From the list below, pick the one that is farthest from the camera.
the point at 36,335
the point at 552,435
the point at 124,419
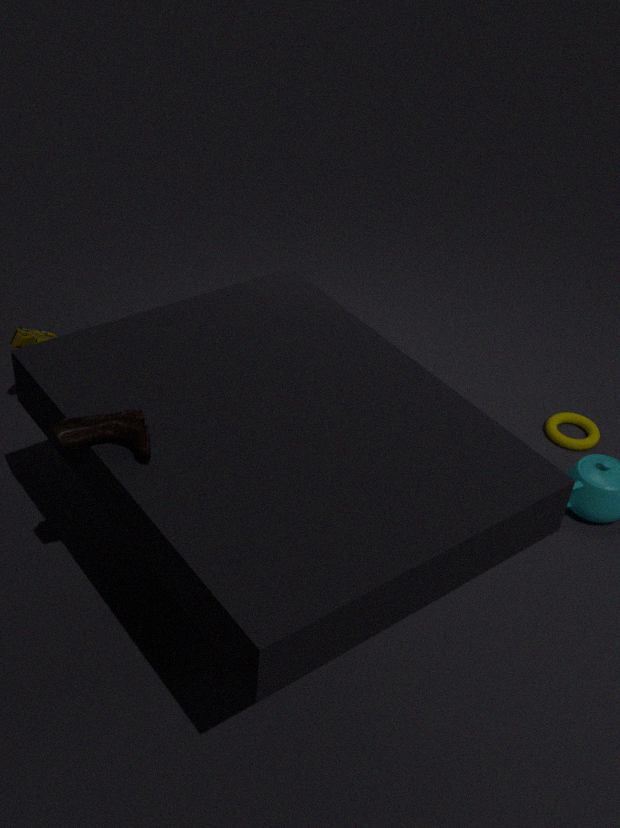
the point at 552,435
